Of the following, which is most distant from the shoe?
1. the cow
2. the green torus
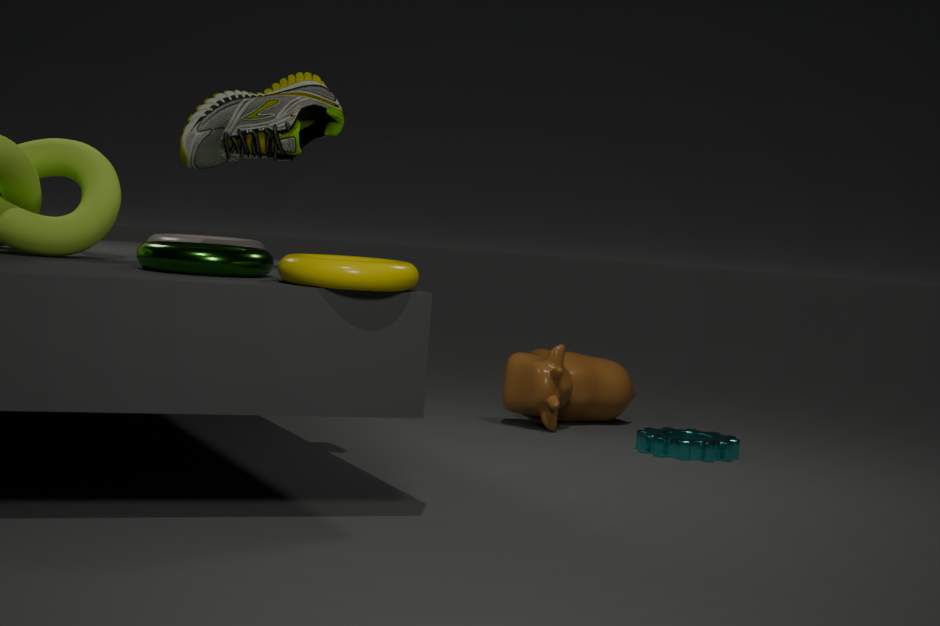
the cow
